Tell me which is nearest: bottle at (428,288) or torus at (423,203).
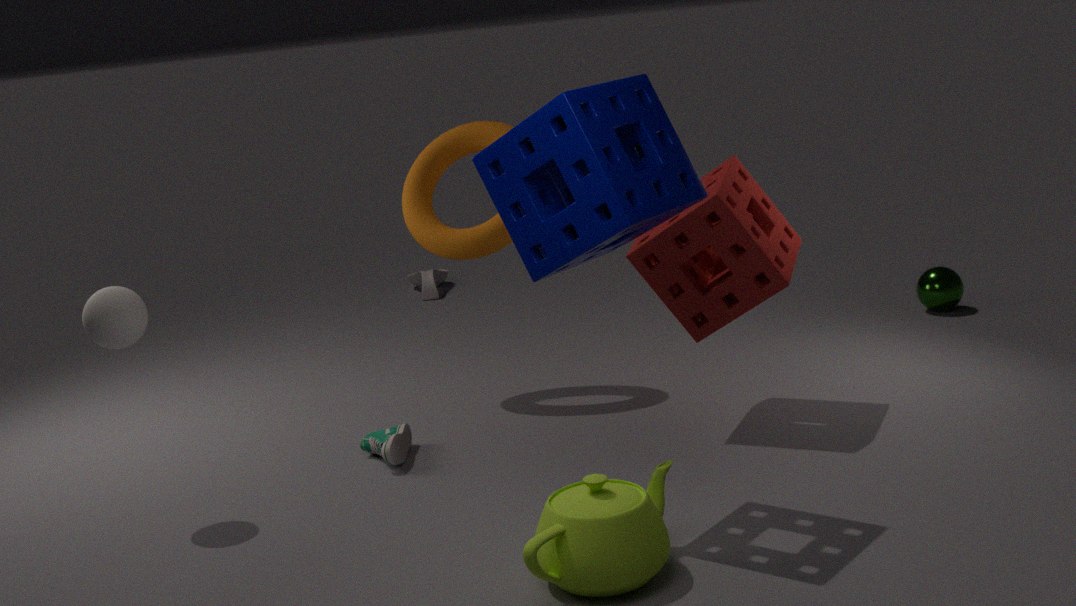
torus at (423,203)
